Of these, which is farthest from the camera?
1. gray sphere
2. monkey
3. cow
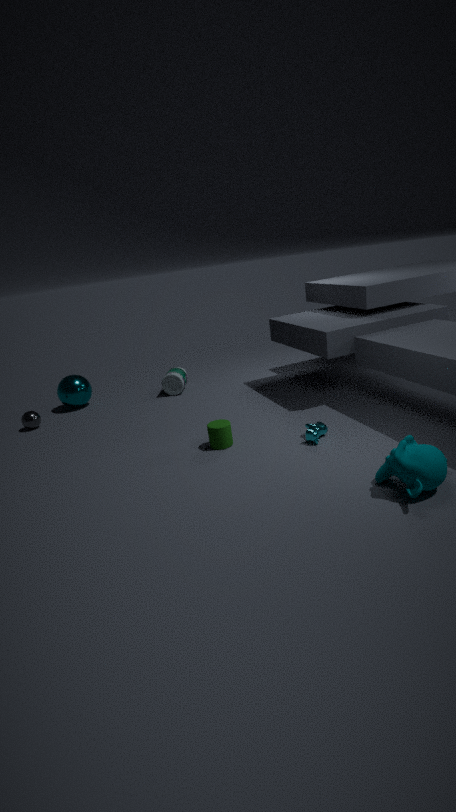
gray sphere
